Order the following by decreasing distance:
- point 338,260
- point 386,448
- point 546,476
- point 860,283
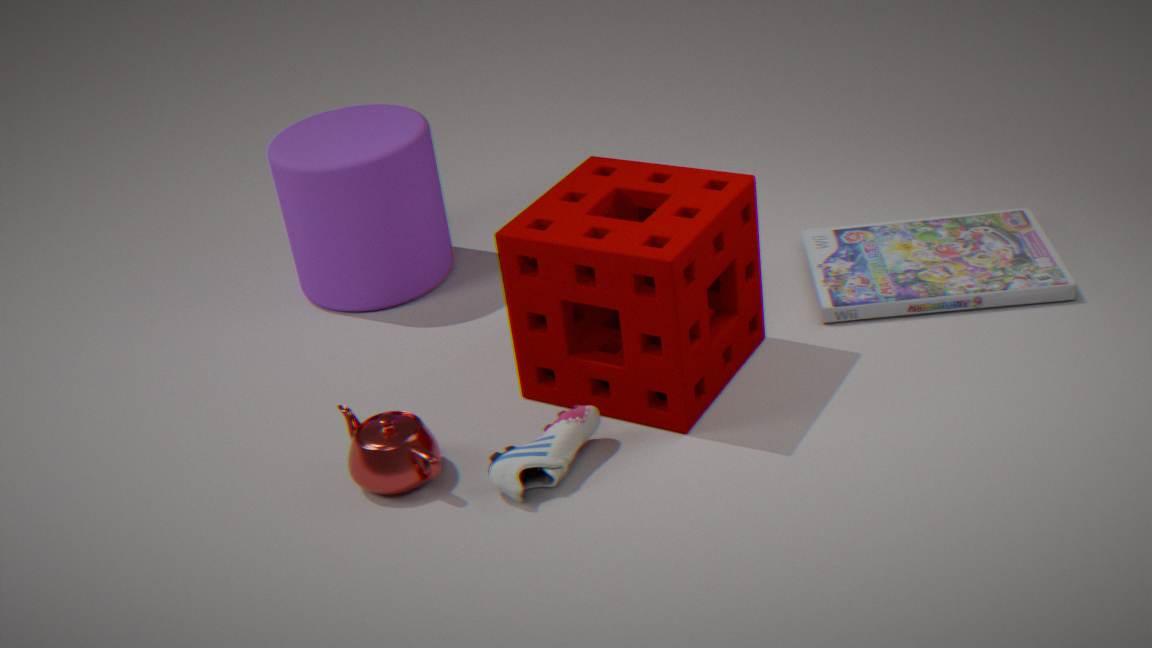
1. point 338,260
2. point 860,283
3. point 546,476
4. point 386,448
